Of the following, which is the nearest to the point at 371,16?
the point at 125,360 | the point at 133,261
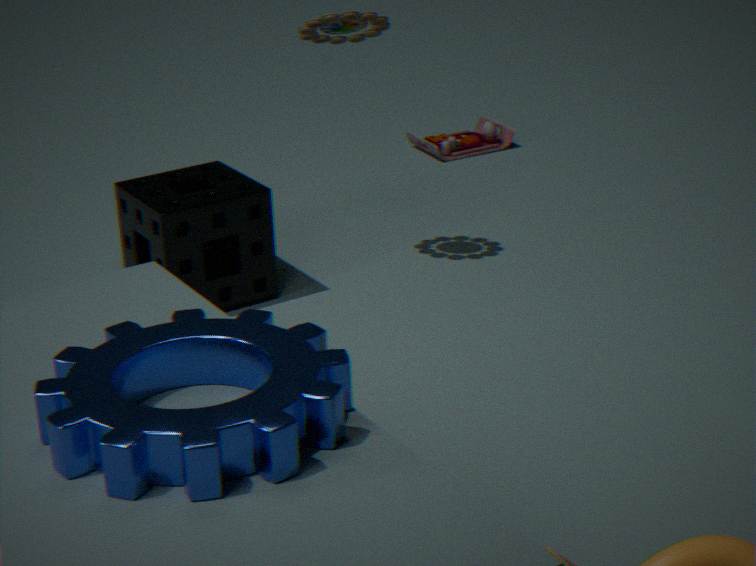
the point at 133,261
